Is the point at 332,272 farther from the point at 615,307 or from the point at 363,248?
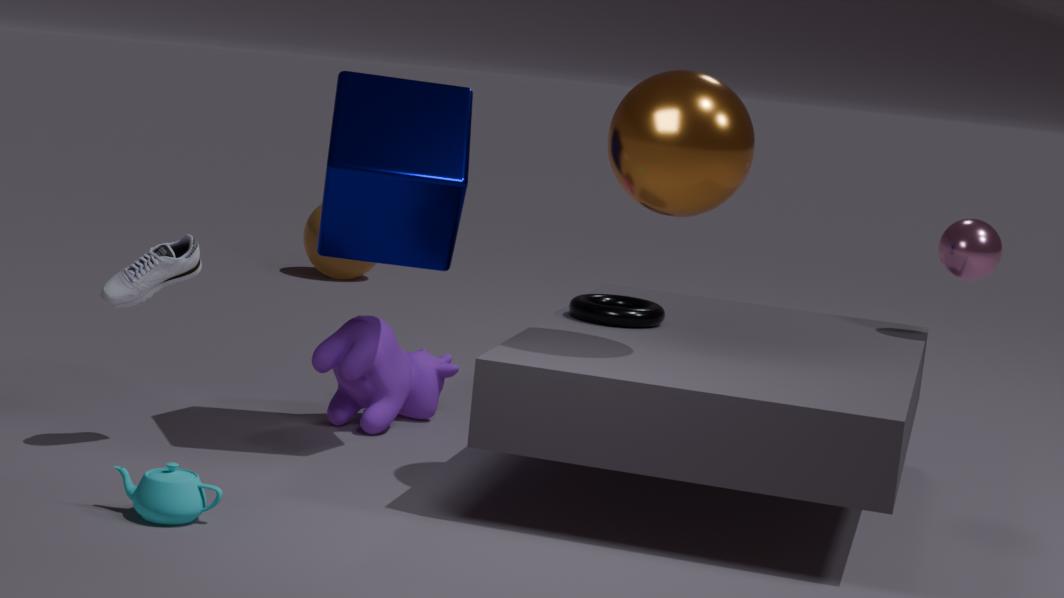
the point at 363,248
